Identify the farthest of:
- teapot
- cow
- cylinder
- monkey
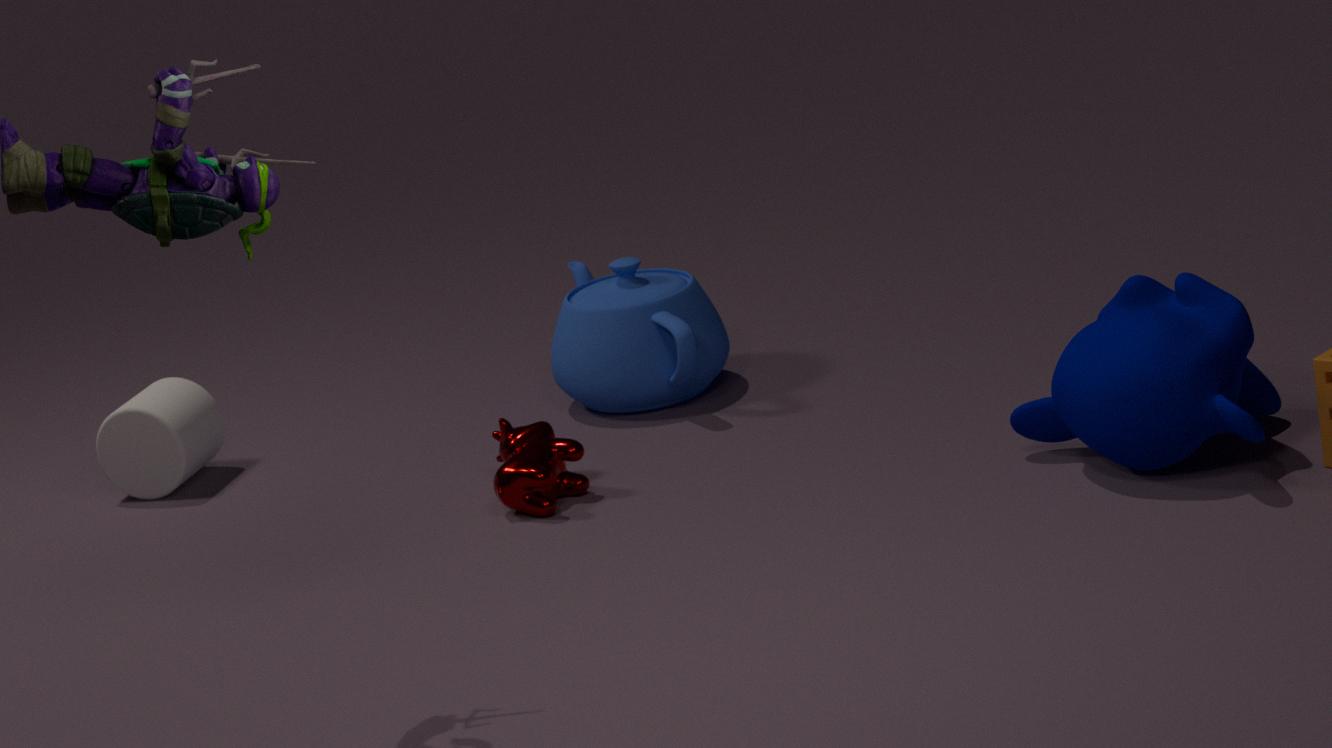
cylinder
